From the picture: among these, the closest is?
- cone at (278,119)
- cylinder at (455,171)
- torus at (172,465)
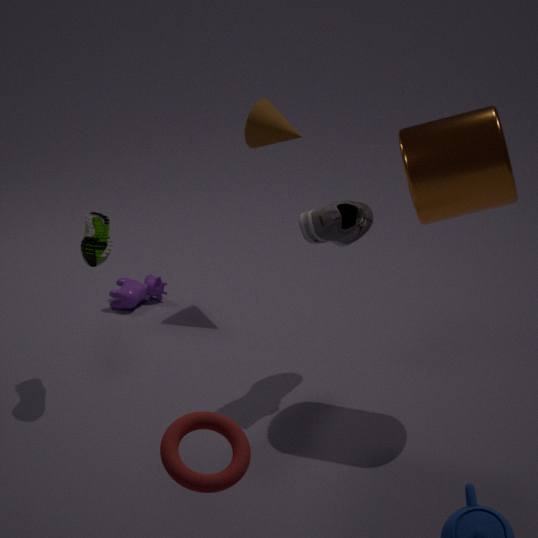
torus at (172,465)
